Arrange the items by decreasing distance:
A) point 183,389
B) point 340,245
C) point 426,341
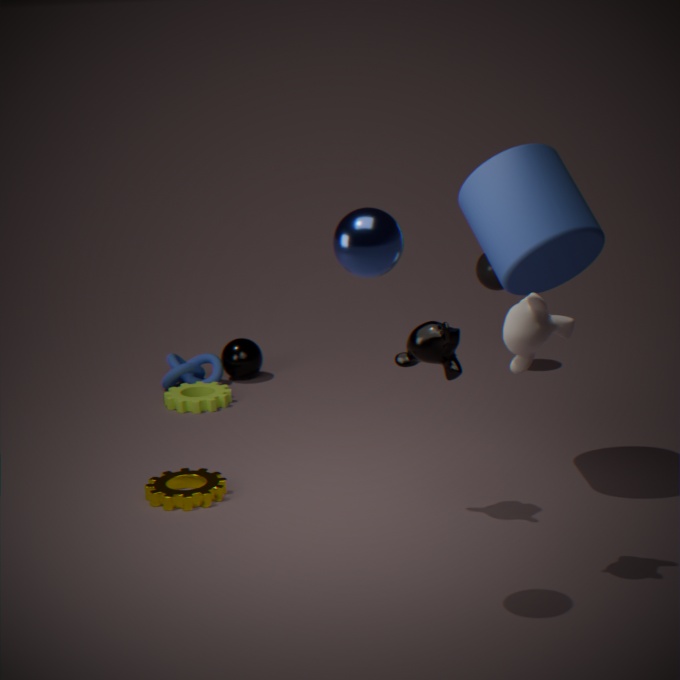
point 183,389 < point 426,341 < point 340,245
